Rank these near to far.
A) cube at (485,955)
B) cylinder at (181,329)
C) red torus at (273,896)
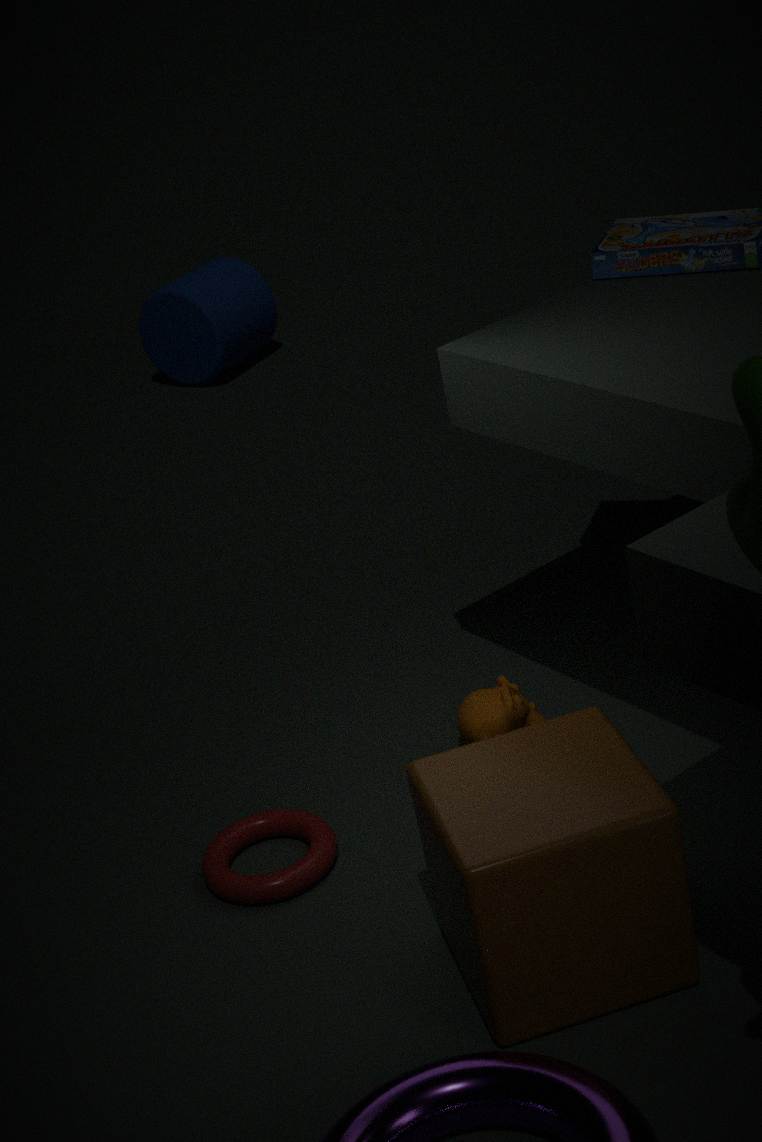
cube at (485,955), red torus at (273,896), cylinder at (181,329)
